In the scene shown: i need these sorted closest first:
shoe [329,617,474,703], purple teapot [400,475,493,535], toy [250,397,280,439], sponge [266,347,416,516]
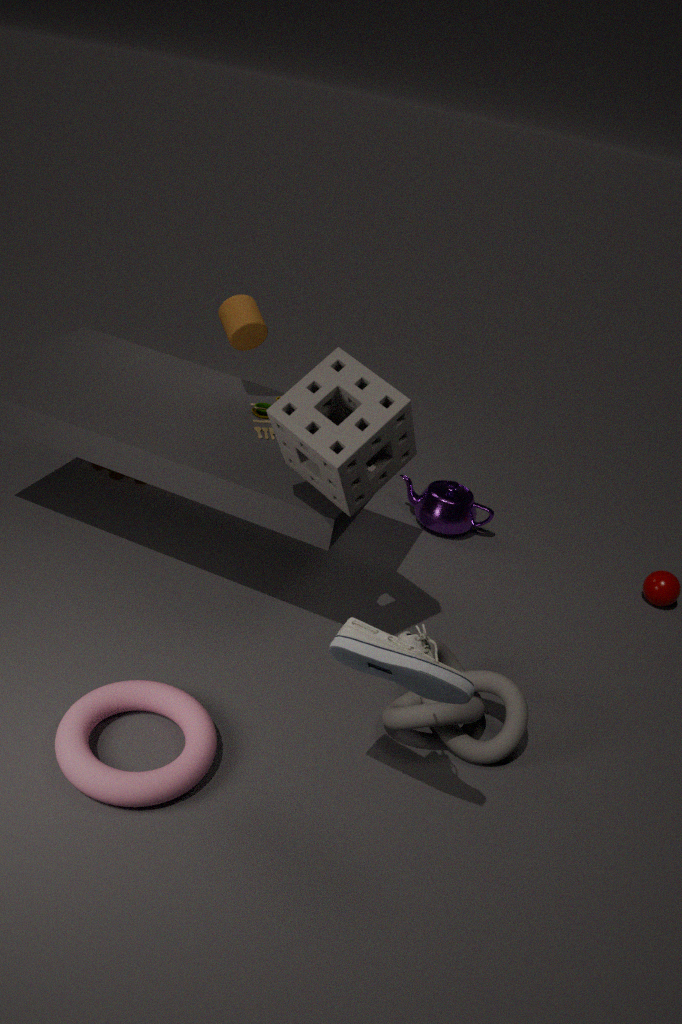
shoe [329,617,474,703] → sponge [266,347,416,516] → toy [250,397,280,439] → purple teapot [400,475,493,535]
